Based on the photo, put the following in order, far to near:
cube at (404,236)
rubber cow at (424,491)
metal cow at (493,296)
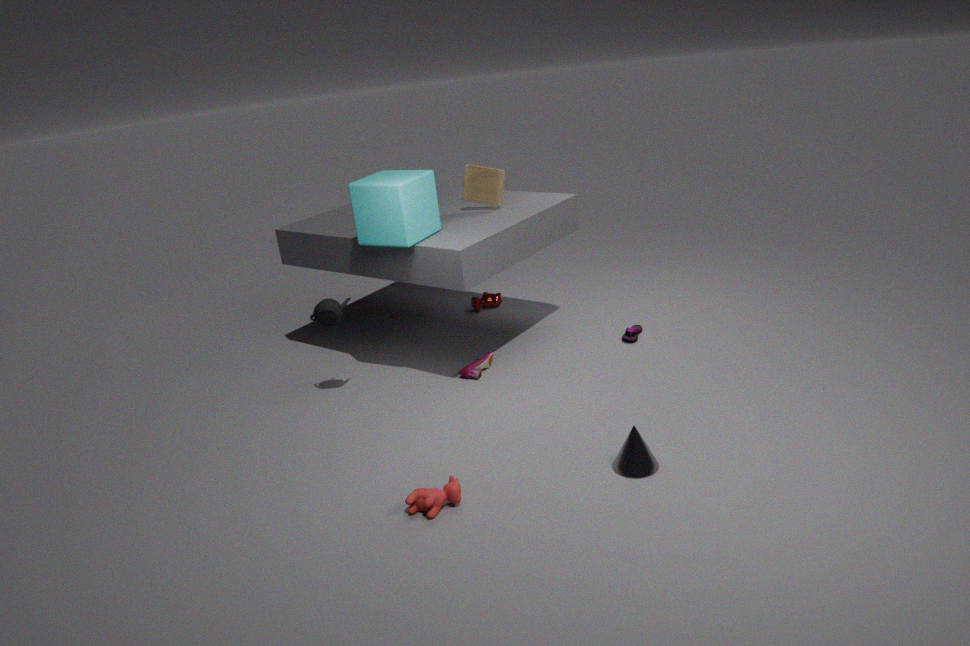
metal cow at (493,296)
cube at (404,236)
rubber cow at (424,491)
